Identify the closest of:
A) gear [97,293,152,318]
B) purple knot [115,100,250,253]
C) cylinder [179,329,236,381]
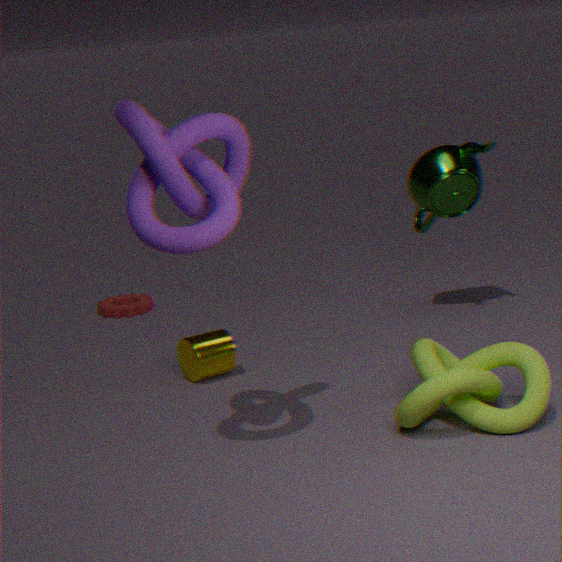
purple knot [115,100,250,253]
